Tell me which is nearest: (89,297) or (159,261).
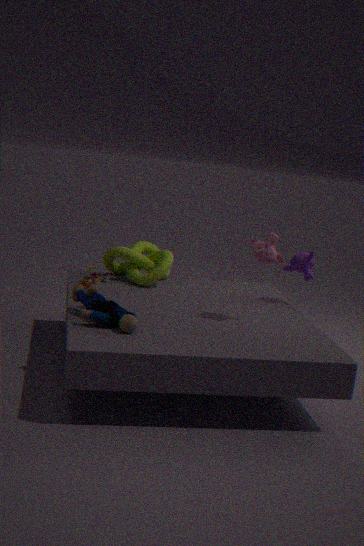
(89,297)
